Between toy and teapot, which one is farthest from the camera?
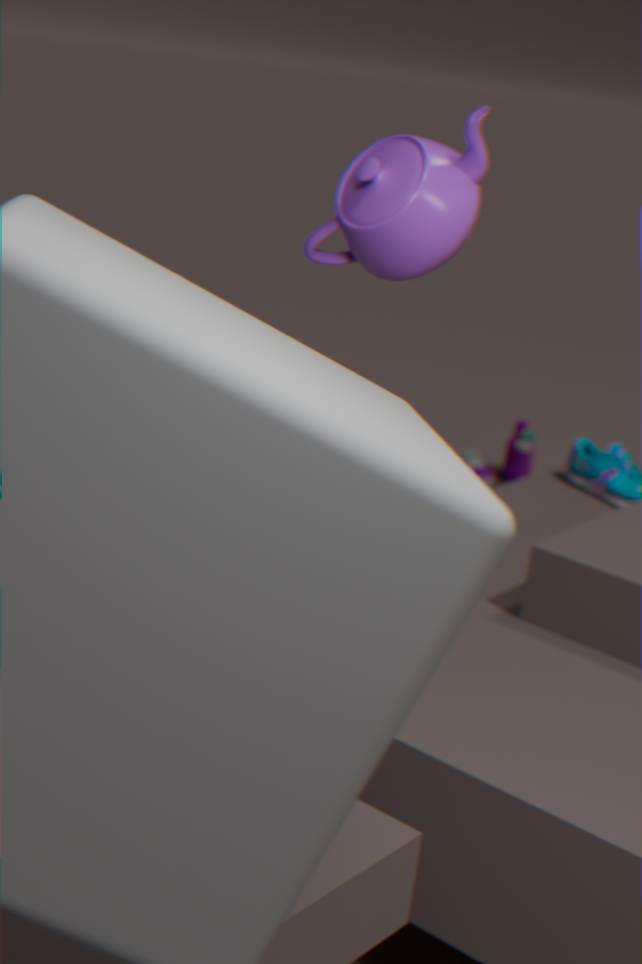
toy
